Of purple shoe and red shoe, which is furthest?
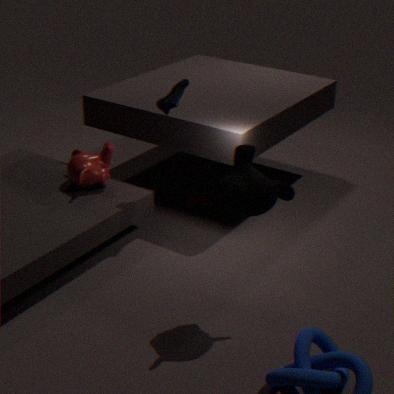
red shoe
